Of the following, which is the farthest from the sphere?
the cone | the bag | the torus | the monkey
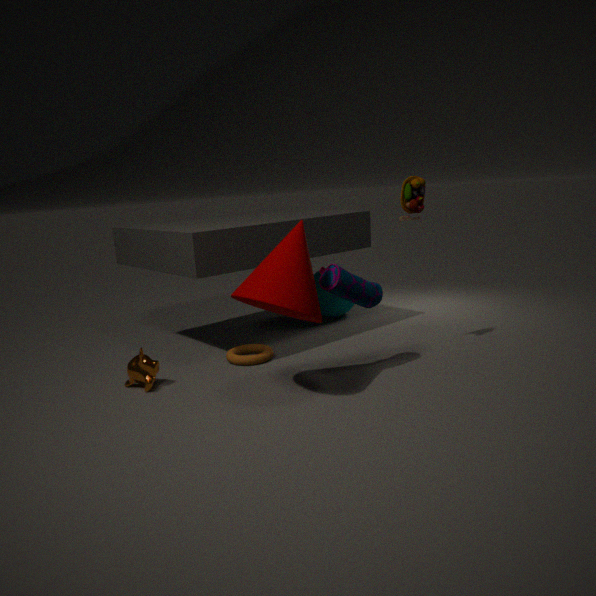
the monkey
